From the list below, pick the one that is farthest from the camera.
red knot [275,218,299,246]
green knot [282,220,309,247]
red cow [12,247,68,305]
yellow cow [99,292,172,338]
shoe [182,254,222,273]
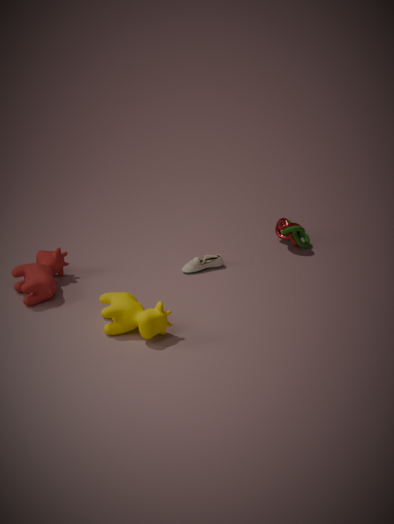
red knot [275,218,299,246]
